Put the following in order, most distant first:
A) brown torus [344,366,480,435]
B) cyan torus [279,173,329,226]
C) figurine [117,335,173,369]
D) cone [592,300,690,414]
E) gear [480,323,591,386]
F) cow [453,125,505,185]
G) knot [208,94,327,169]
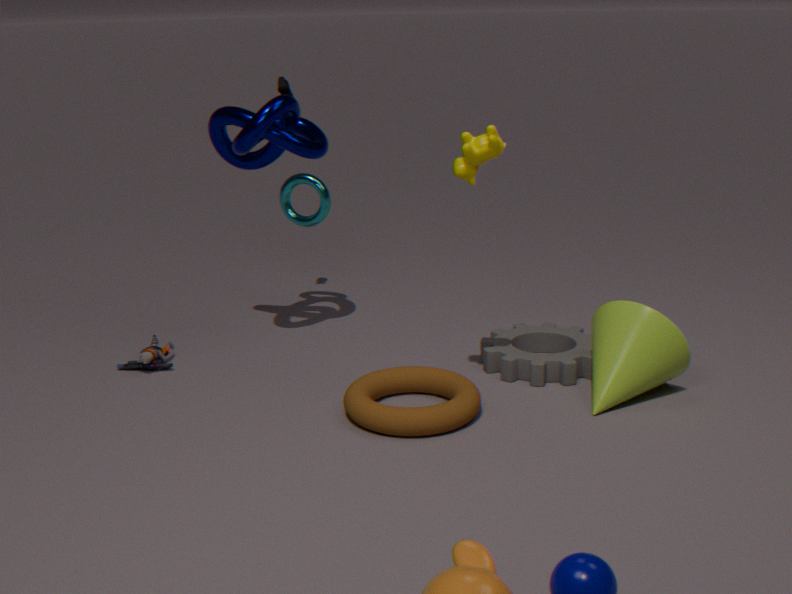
cyan torus [279,173,329,226], figurine [117,335,173,369], knot [208,94,327,169], gear [480,323,591,386], cone [592,300,690,414], brown torus [344,366,480,435], cow [453,125,505,185]
